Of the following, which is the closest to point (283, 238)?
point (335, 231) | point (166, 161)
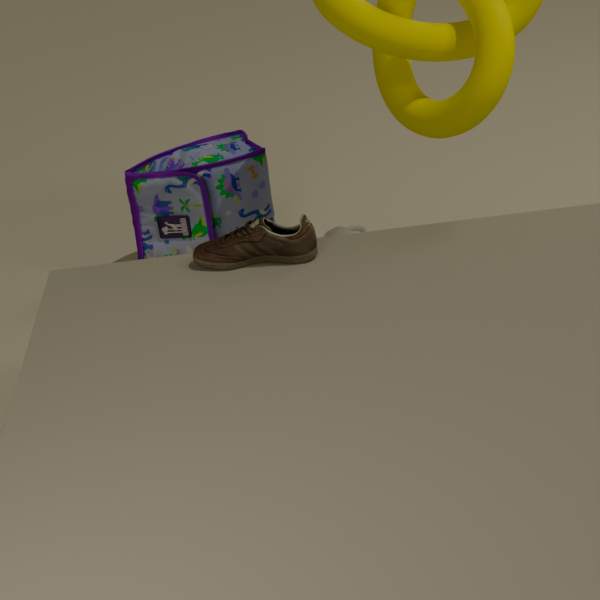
point (335, 231)
